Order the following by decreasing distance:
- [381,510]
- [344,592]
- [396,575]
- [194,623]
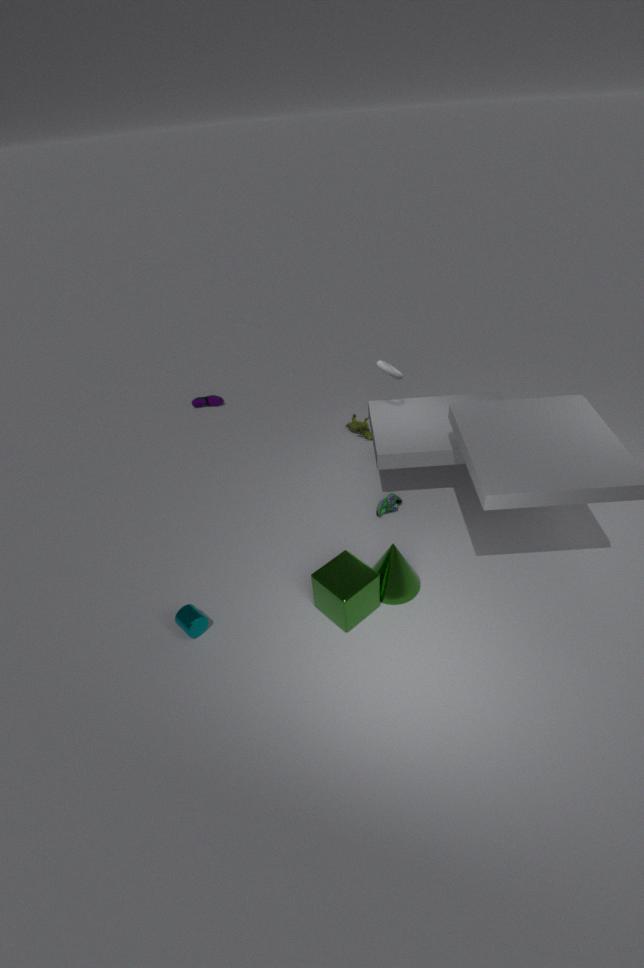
[381,510] < [396,575] < [194,623] < [344,592]
